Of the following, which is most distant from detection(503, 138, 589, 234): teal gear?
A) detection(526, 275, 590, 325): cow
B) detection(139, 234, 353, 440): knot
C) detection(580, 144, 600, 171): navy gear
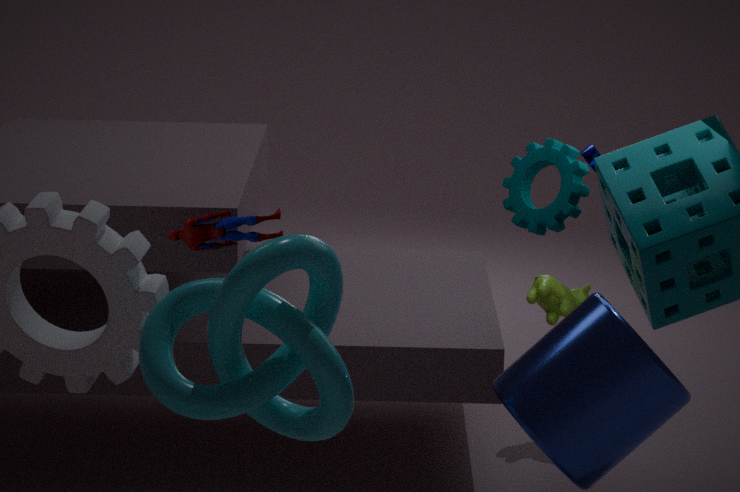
detection(139, 234, 353, 440): knot
